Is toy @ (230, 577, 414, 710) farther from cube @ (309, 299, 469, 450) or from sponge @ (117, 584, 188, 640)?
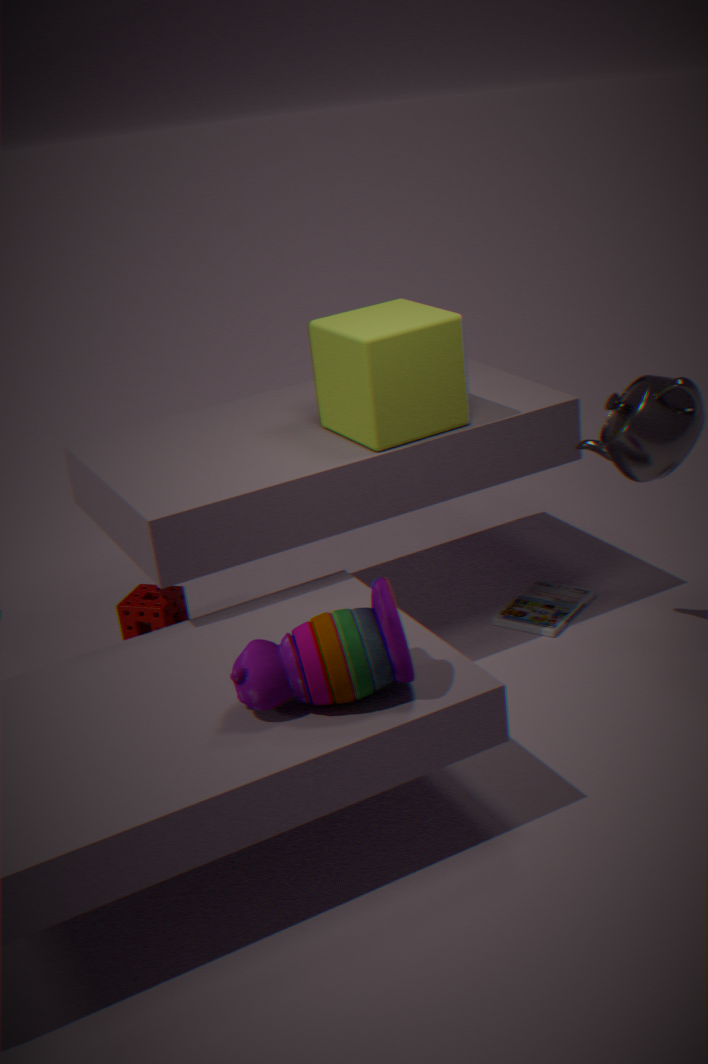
sponge @ (117, 584, 188, 640)
